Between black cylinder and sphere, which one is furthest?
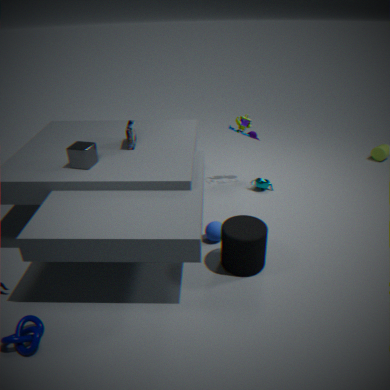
sphere
